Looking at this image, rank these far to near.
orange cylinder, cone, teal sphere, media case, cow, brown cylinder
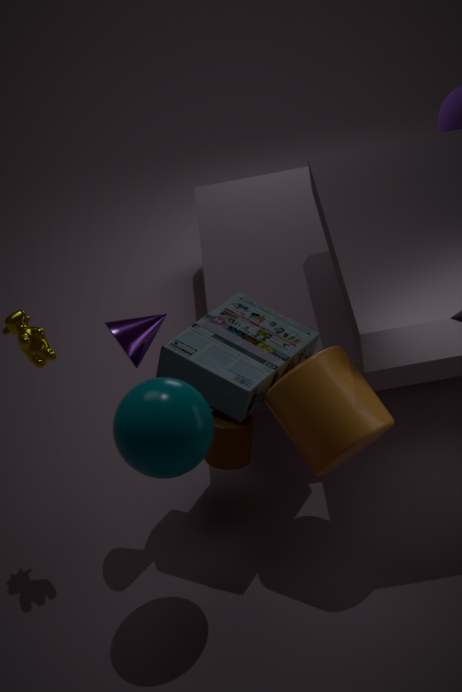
cone < cow < brown cylinder < media case < orange cylinder < teal sphere
